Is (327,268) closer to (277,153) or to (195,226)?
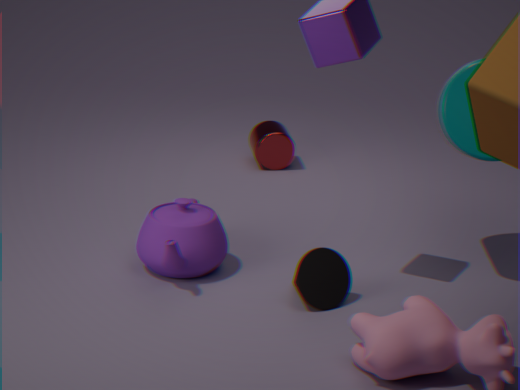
(195,226)
